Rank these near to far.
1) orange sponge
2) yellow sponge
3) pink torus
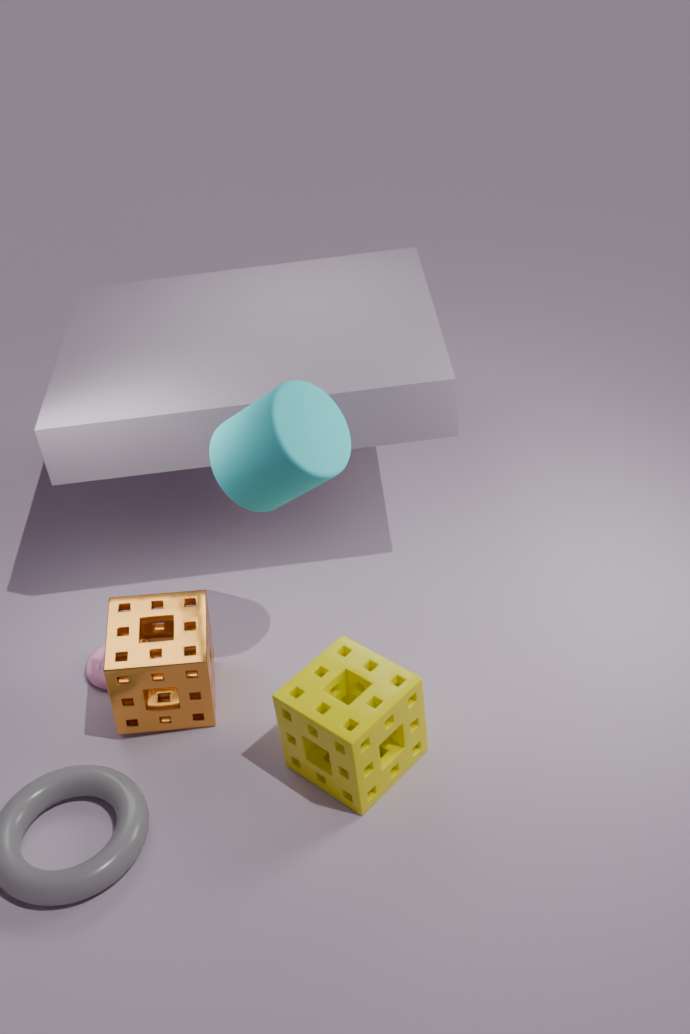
2. yellow sponge, 1. orange sponge, 3. pink torus
